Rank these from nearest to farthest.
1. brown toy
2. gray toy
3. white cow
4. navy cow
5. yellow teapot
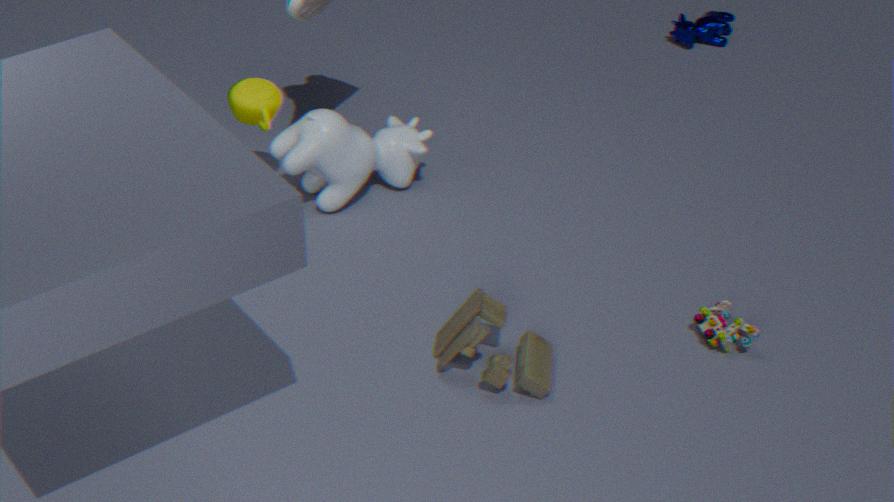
brown toy
gray toy
yellow teapot
white cow
navy cow
